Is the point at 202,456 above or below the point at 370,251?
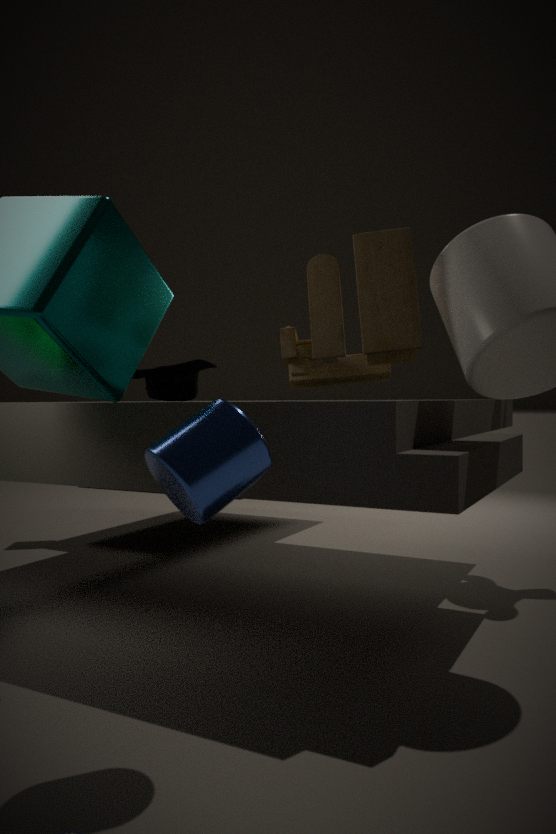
below
